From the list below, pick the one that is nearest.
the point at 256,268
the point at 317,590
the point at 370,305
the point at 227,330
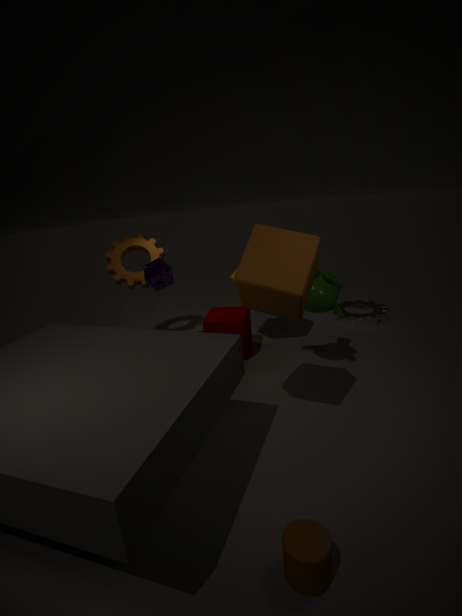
the point at 317,590
